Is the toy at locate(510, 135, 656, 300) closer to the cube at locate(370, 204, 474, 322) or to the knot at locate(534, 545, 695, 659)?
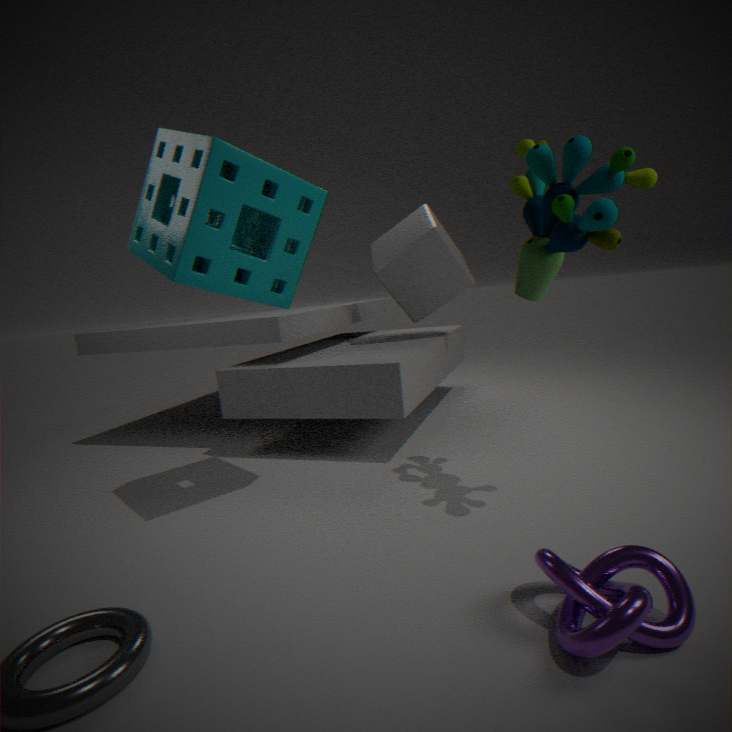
the knot at locate(534, 545, 695, 659)
